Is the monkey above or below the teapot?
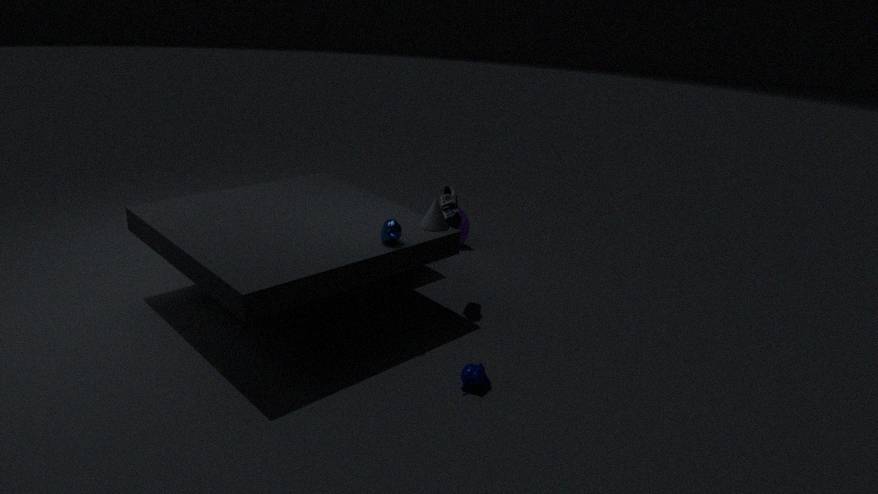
below
